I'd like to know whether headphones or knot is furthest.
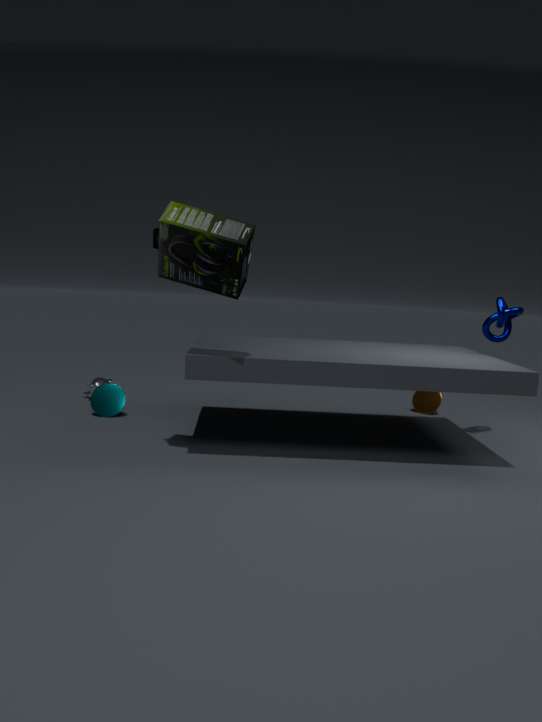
knot
